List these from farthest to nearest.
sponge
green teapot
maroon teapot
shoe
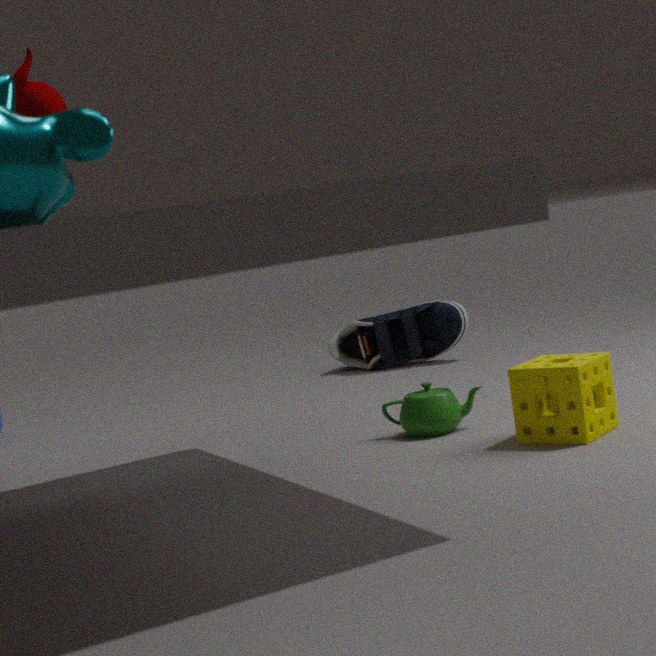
shoe → green teapot → sponge → maroon teapot
